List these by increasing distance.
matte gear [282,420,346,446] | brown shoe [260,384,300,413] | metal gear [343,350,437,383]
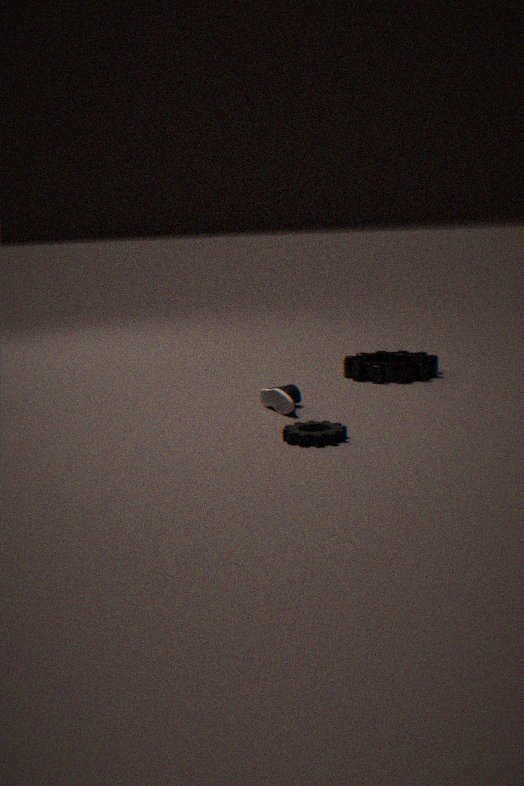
matte gear [282,420,346,446]
brown shoe [260,384,300,413]
metal gear [343,350,437,383]
